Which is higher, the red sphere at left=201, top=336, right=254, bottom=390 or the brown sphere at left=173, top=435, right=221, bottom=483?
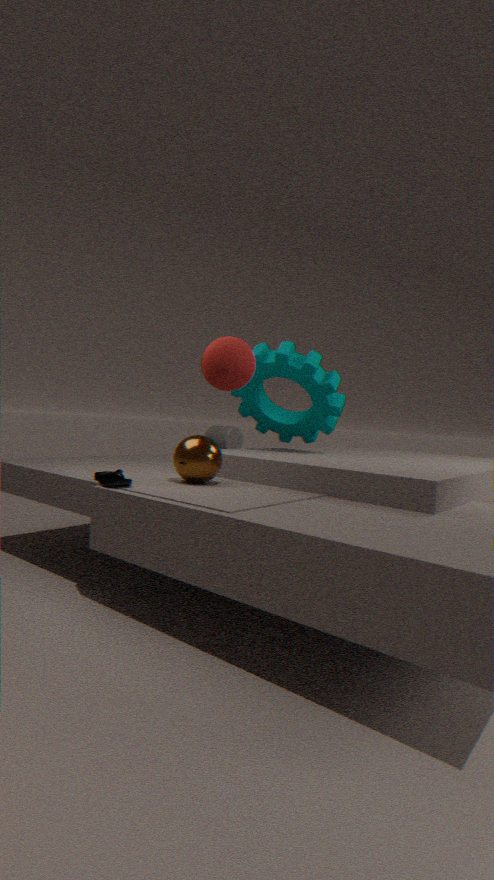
the red sphere at left=201, top=336, right=254, bottom=390
